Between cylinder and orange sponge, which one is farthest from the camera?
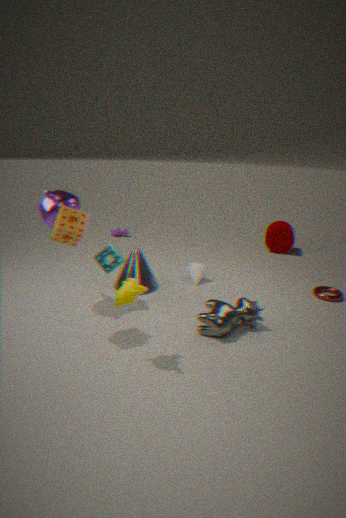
cylinder
